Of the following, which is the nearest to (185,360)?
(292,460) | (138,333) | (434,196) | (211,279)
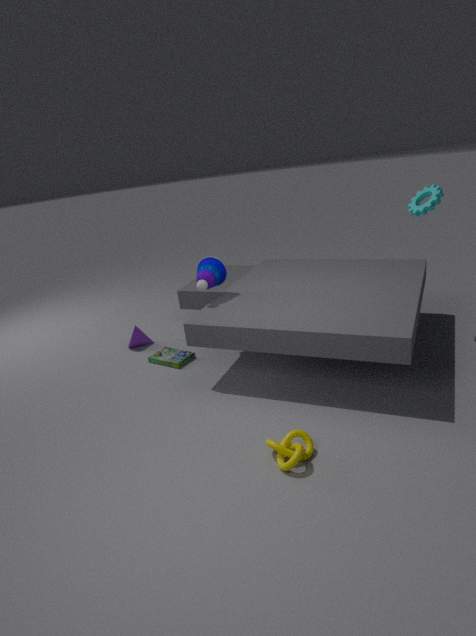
A: (138,333)
